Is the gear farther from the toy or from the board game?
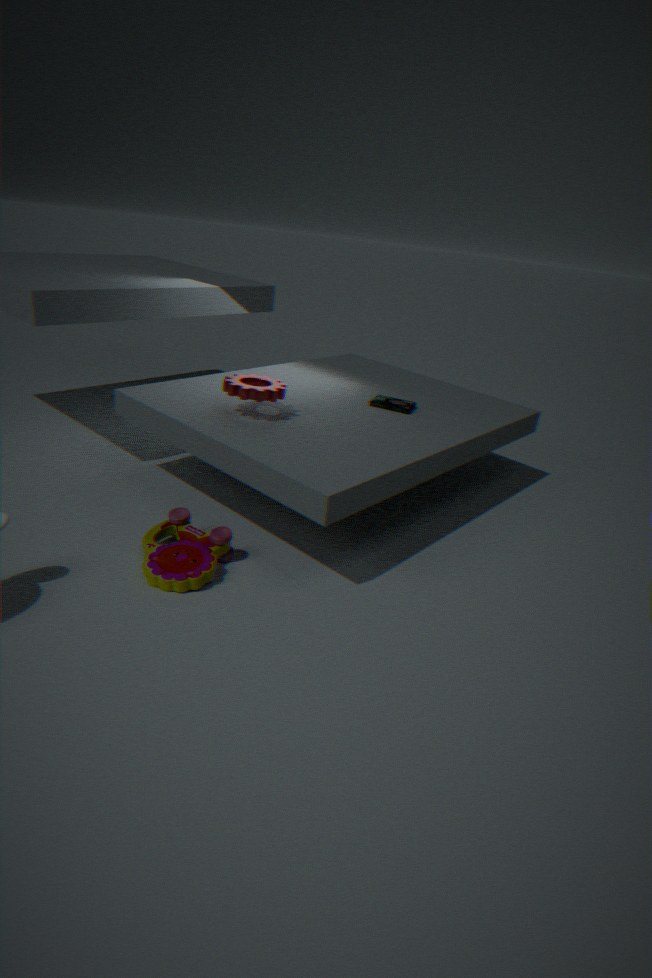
the toy
